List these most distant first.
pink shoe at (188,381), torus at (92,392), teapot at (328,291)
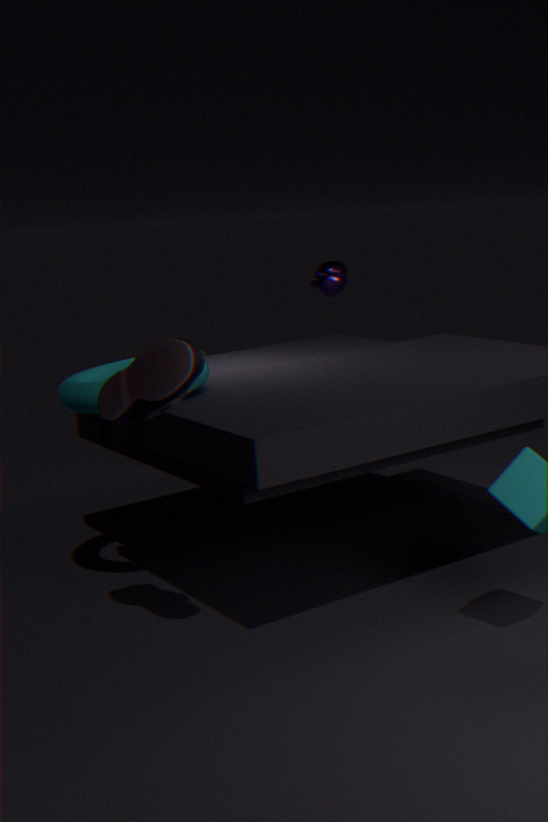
teapot at (328,291) < torus at (92,392) < pink shoe at (188,381)
